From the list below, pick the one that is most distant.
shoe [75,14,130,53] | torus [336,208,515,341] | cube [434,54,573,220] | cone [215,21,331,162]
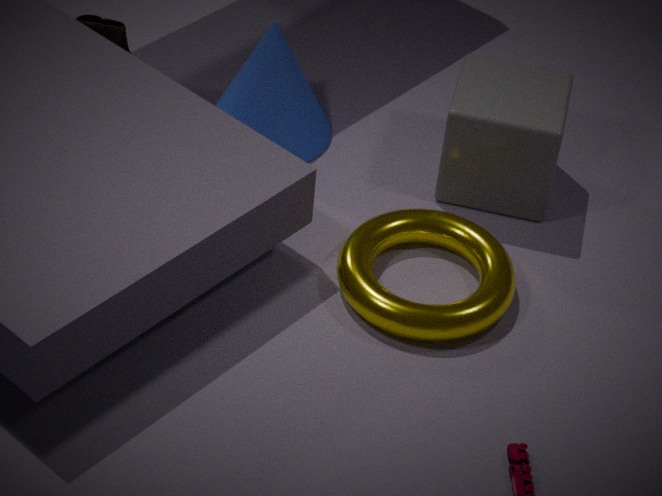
shoe [75,14,130,53]
